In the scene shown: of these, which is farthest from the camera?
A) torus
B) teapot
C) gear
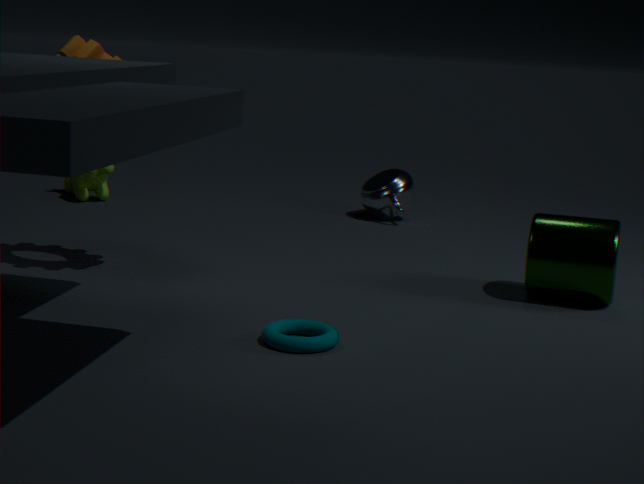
teapot
